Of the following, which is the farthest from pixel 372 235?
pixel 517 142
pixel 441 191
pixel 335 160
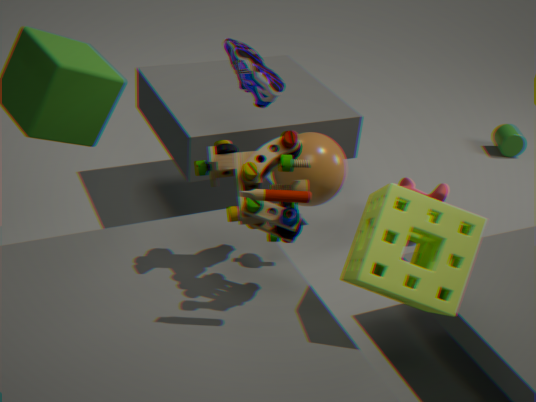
pixel 517 142
